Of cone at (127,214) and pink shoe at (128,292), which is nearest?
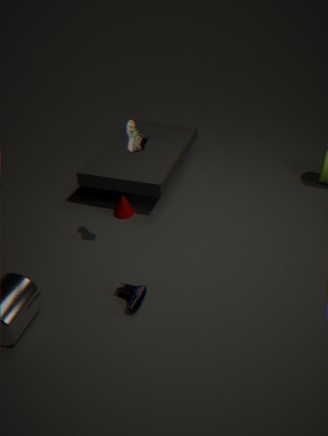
pink shoe at (128,292)
